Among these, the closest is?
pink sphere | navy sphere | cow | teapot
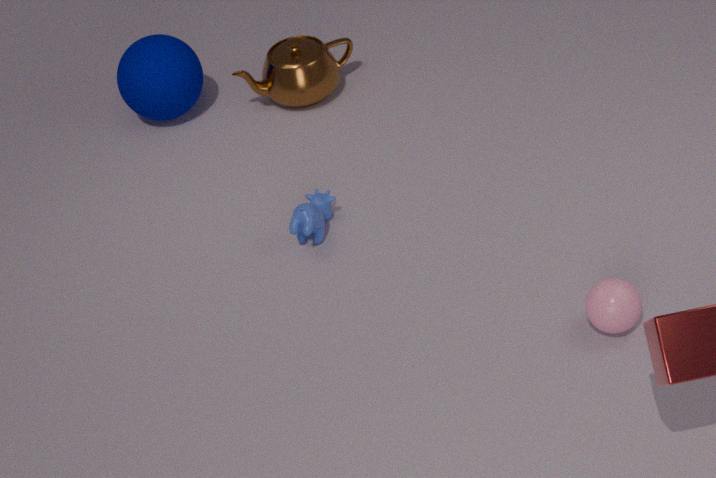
pink sphere
